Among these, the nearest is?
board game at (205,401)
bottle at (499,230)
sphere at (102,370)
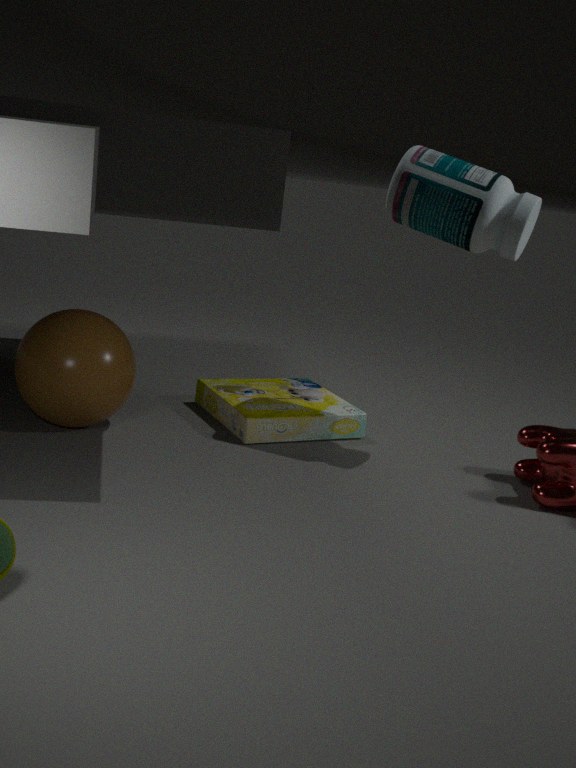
bottle at (499,230)
